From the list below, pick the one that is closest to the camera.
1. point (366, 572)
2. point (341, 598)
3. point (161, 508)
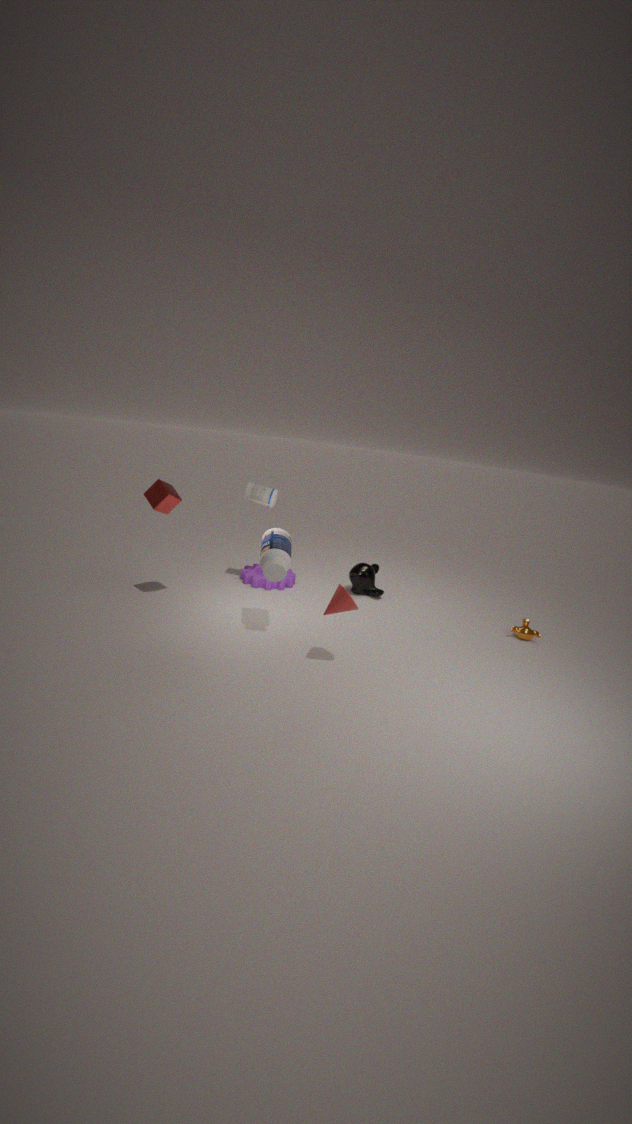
point (341, 598)
